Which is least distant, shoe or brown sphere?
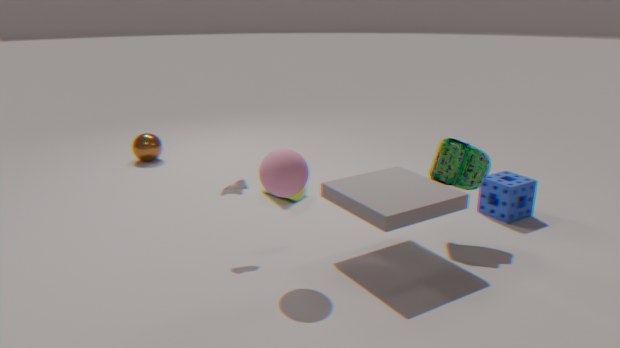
shoe
